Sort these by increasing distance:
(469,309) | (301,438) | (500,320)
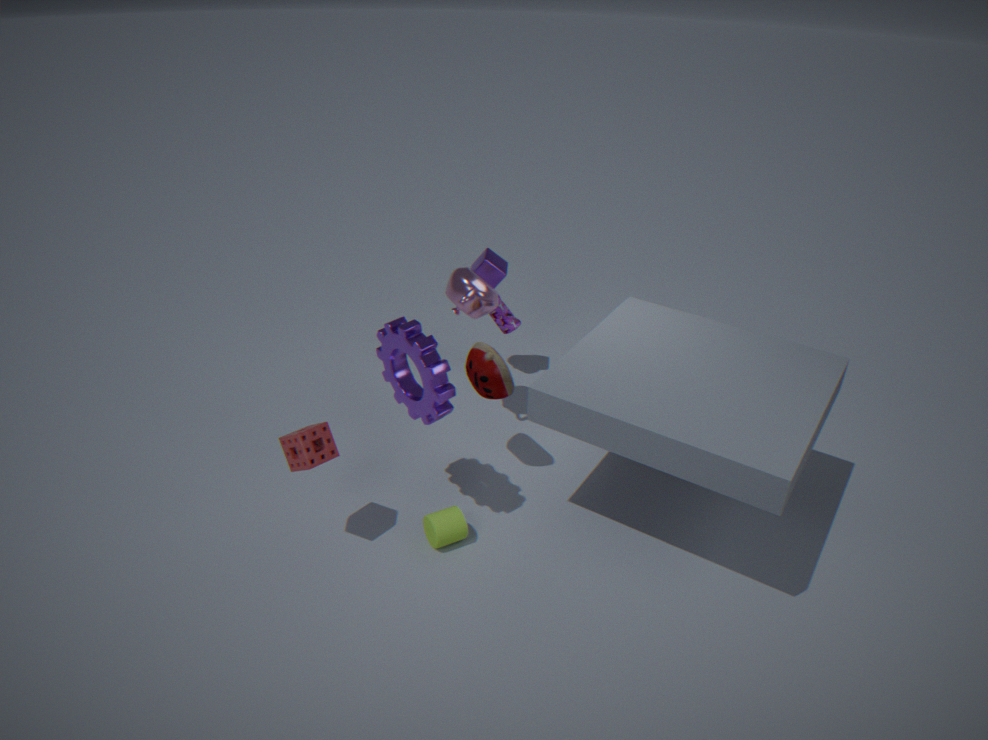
1. (301,438)
2. (469,309)
3. (500,320)
